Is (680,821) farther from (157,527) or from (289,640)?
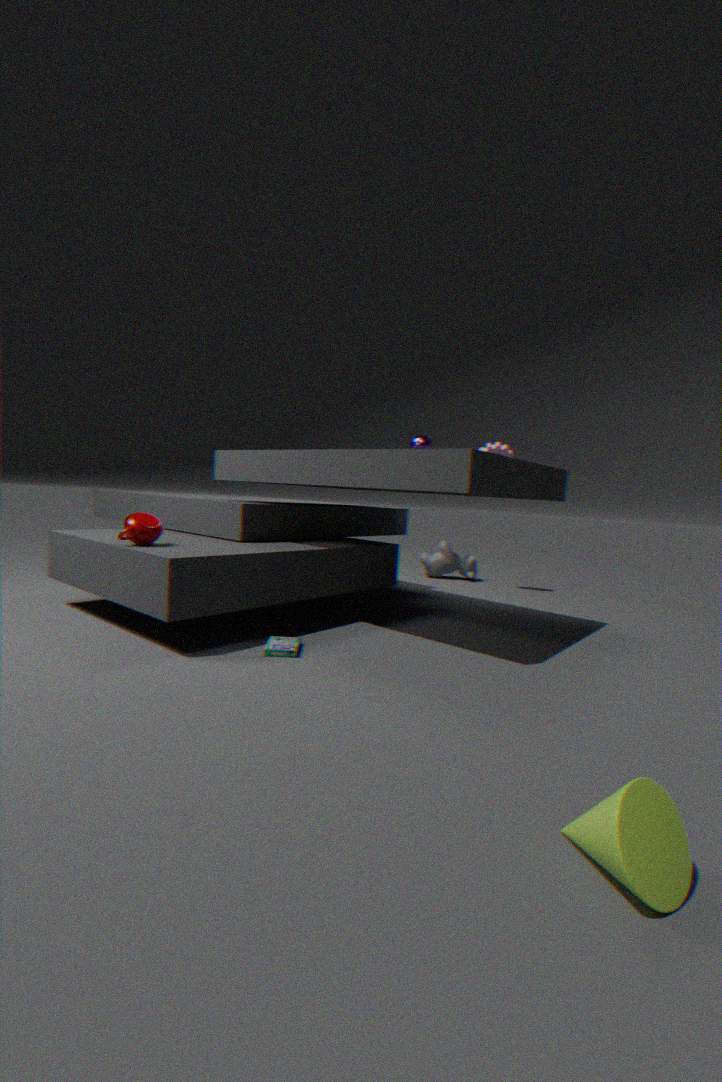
(157,527)
